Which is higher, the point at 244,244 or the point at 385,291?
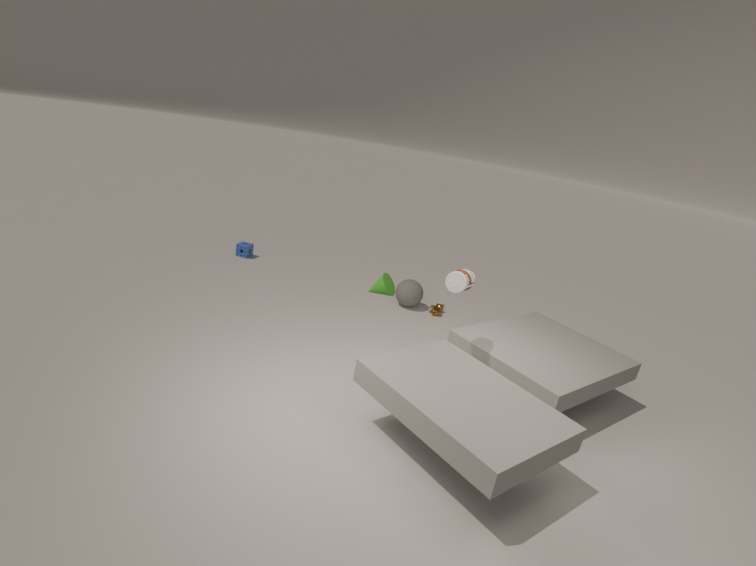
the point at 385,291
